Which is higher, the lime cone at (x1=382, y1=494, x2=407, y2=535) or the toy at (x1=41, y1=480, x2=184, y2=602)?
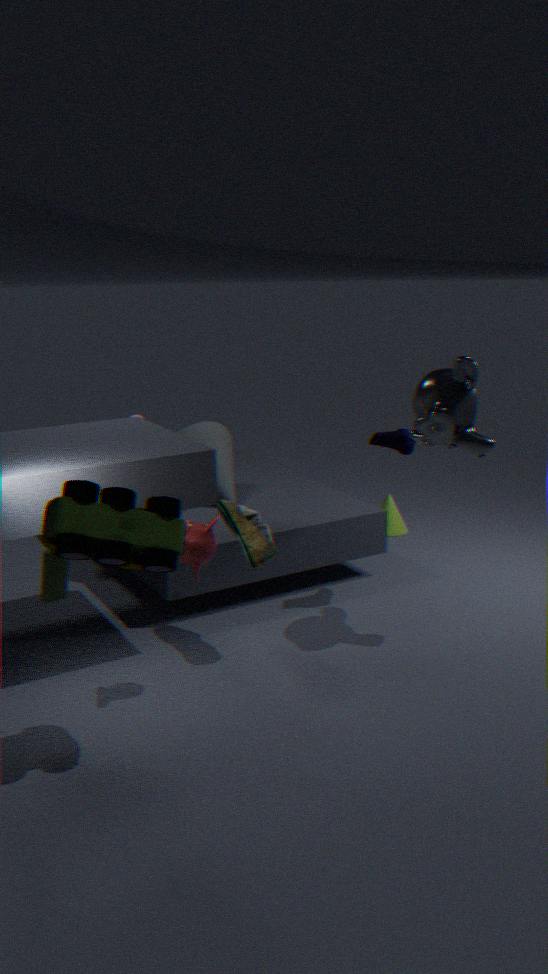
the toy at (x1=41, y1=480, x2=184, y2=602)
